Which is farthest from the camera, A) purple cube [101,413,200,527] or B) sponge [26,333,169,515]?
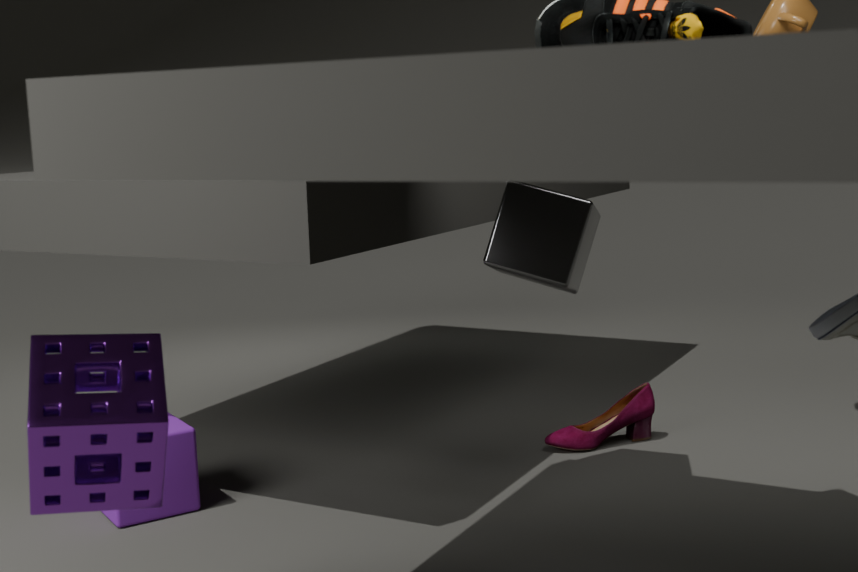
A. purple cube [101,413,200,527]
